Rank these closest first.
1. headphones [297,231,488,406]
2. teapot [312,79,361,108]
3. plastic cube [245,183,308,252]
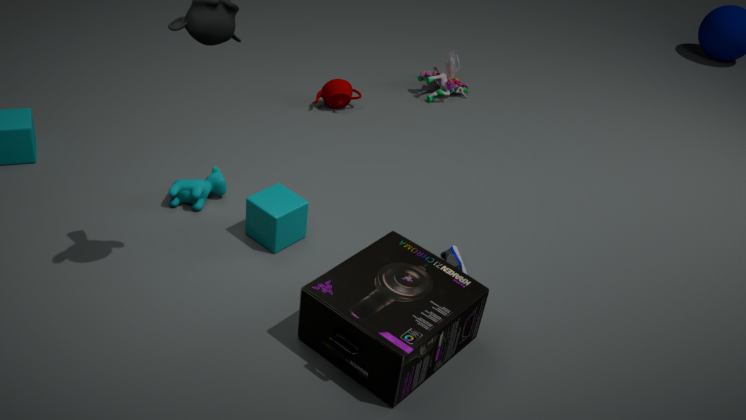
headphones [297,231,488,406]
plastic cube [245,183,308,252]
teapot [312,79,361,108]
